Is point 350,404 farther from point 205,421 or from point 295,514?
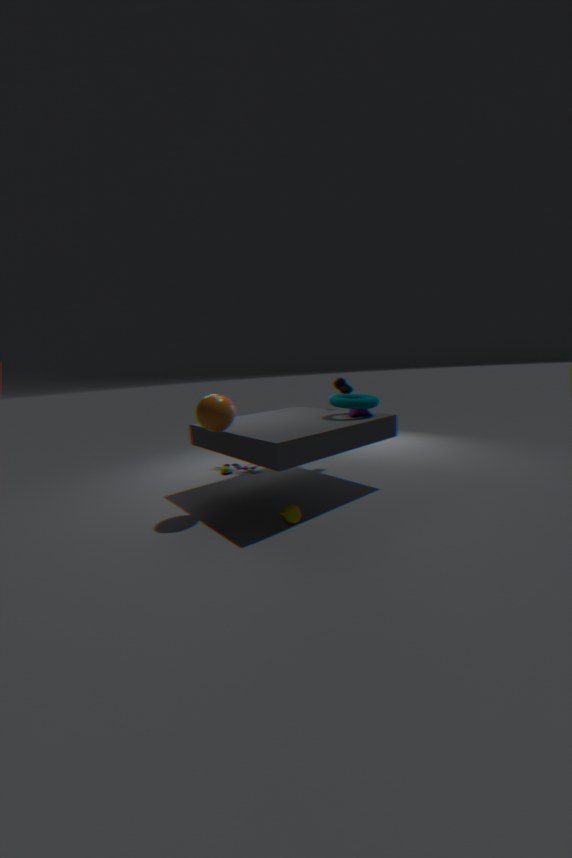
point 205,421
